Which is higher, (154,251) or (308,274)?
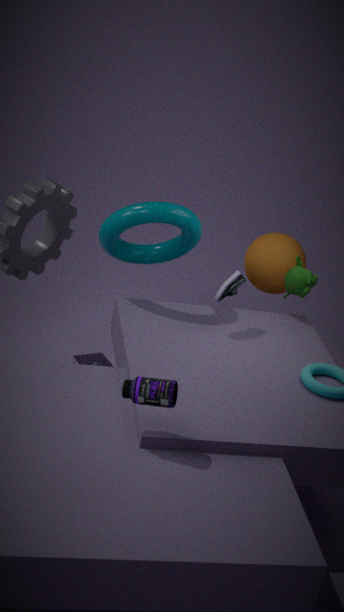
(154,251)
